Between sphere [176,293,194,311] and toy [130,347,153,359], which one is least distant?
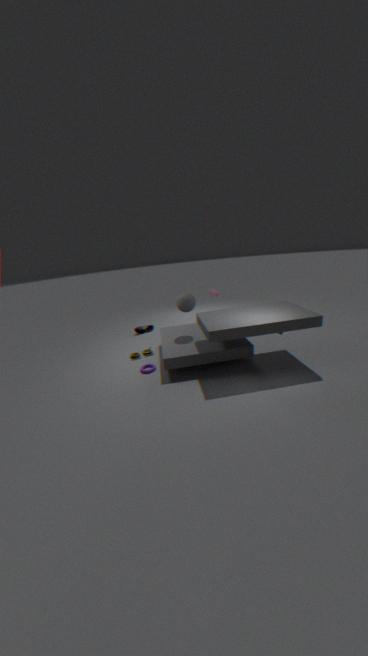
sphere [176,293,194,311]
